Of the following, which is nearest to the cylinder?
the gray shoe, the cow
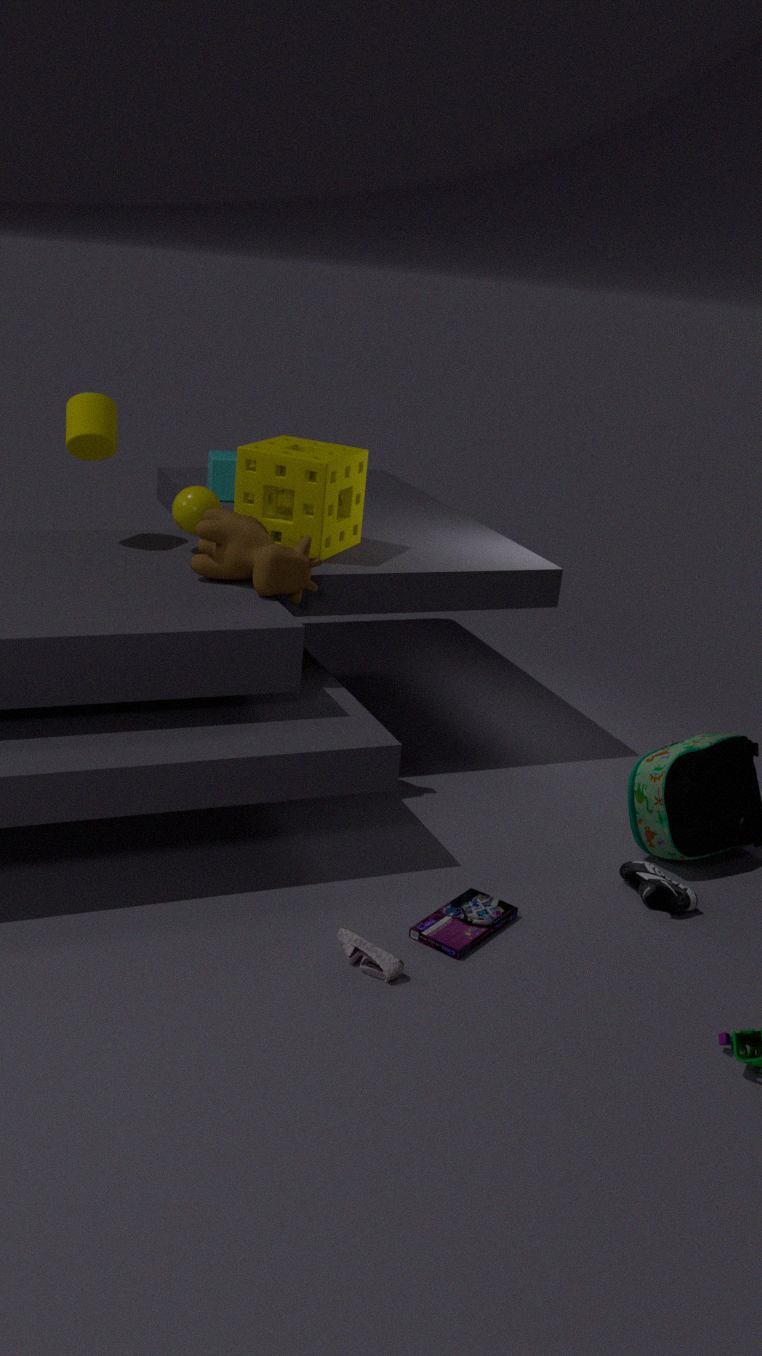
the cow
